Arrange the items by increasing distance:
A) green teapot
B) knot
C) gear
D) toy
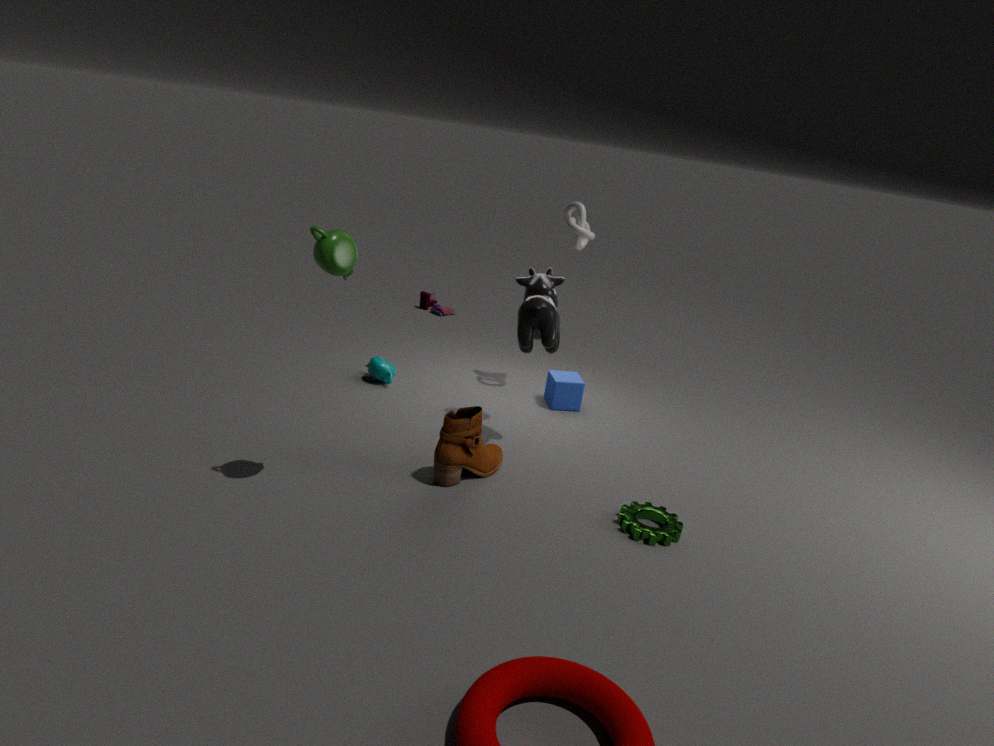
1. green teapot
2. gear
3. knot
4. toy
